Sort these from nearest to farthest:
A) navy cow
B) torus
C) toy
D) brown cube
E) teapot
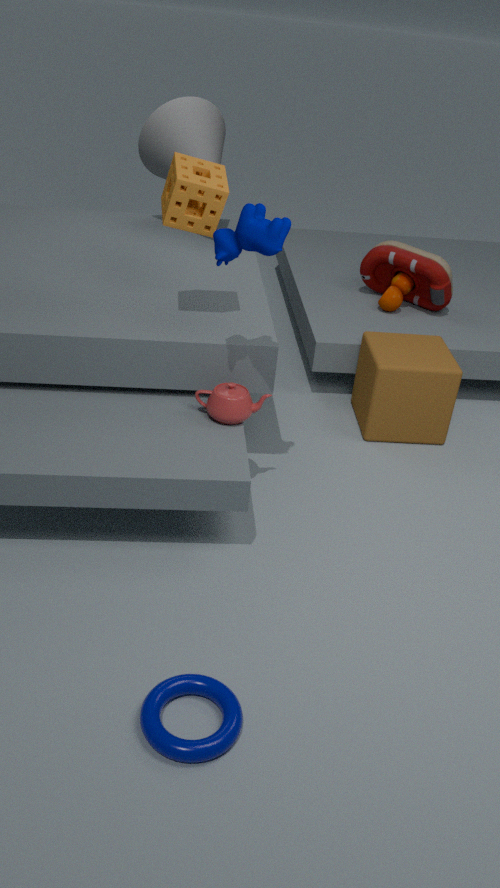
torus, navy cow, teapot, brown cube, toy
